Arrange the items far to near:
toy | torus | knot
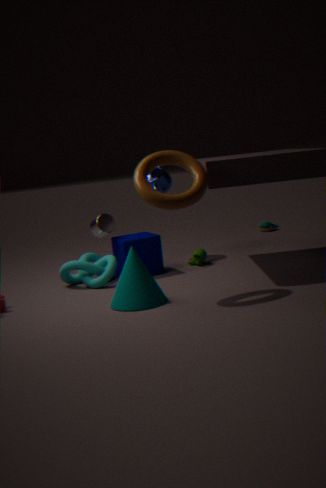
toy
knot
torus
